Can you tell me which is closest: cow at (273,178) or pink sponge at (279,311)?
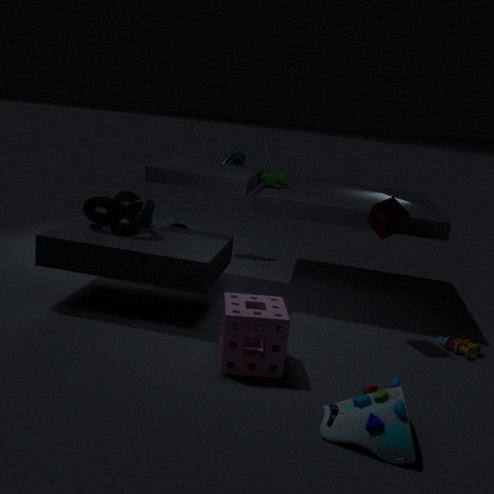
pink sponge at (279,311)
